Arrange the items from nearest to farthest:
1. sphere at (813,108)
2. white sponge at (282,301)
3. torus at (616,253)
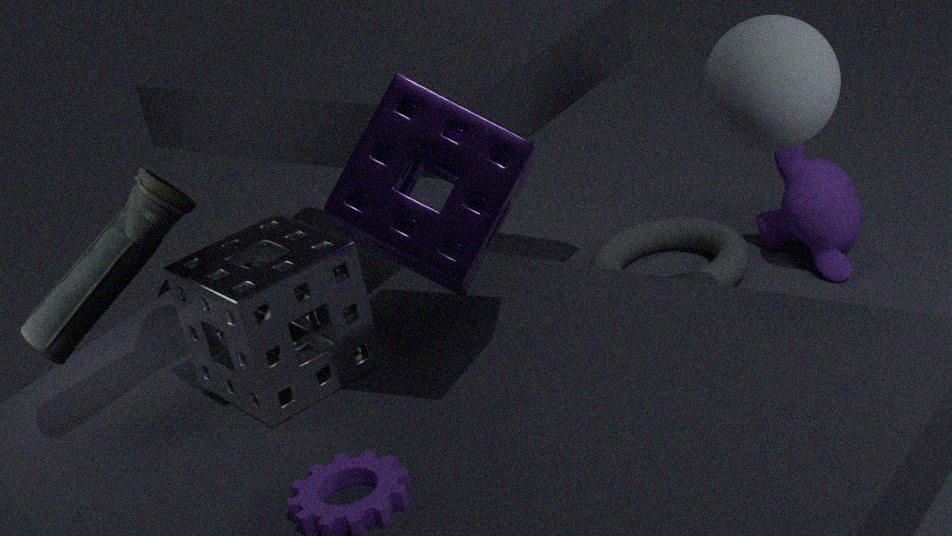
1. white sponge at (282,301)
2. sphere at (813,108)
3. torus at (616,253)
